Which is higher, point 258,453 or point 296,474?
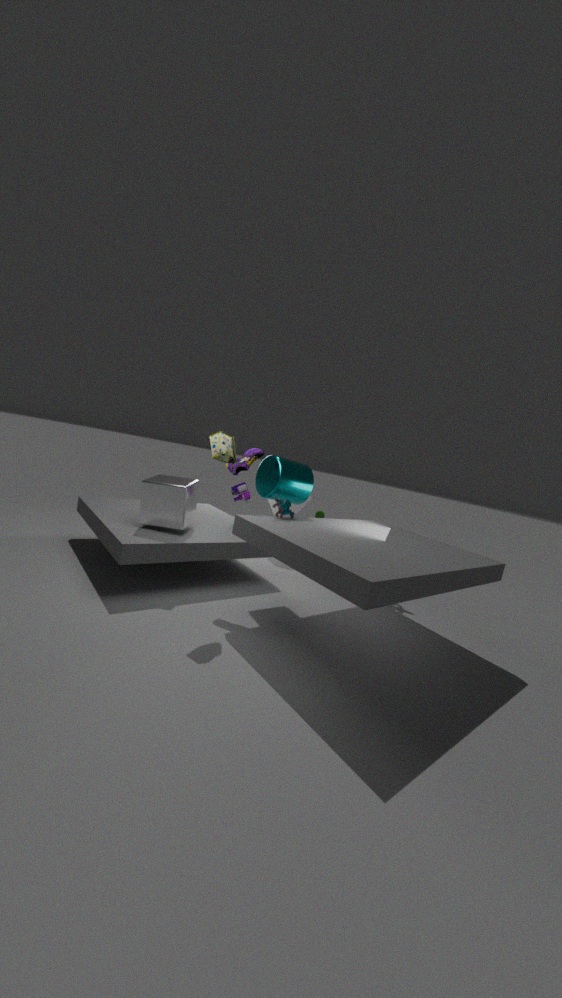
point 258,453
